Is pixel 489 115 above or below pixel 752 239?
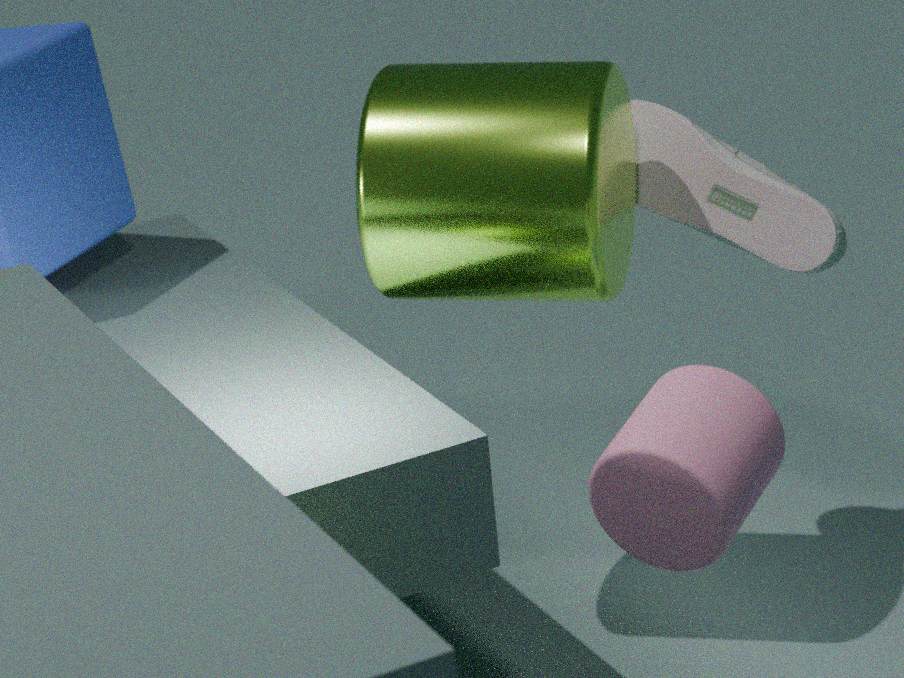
above
